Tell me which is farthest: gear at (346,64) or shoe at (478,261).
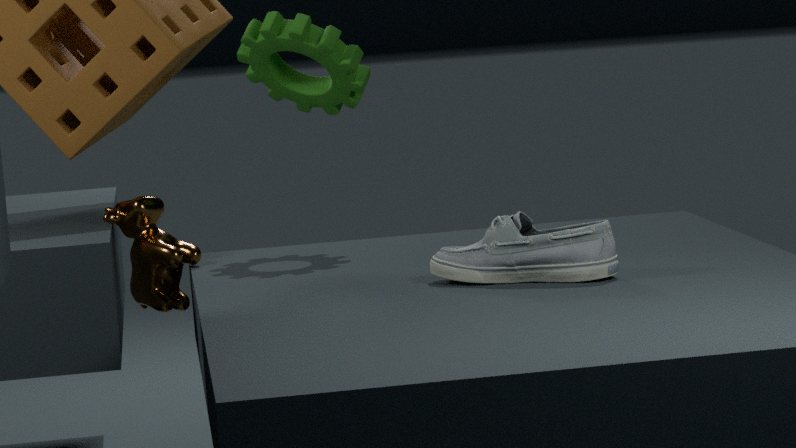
gear at (346,64)
